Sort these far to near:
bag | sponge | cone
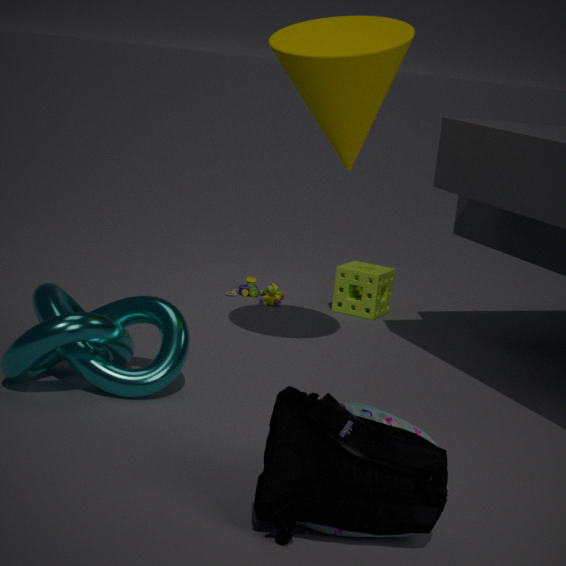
sponge, cone, bag
